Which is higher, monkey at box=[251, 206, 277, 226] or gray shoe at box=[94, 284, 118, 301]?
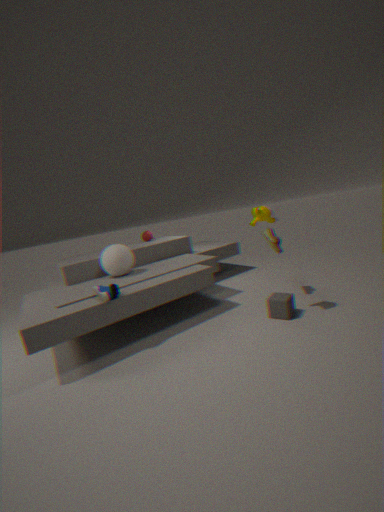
monkey at box=[251, 206, 277, 226]
